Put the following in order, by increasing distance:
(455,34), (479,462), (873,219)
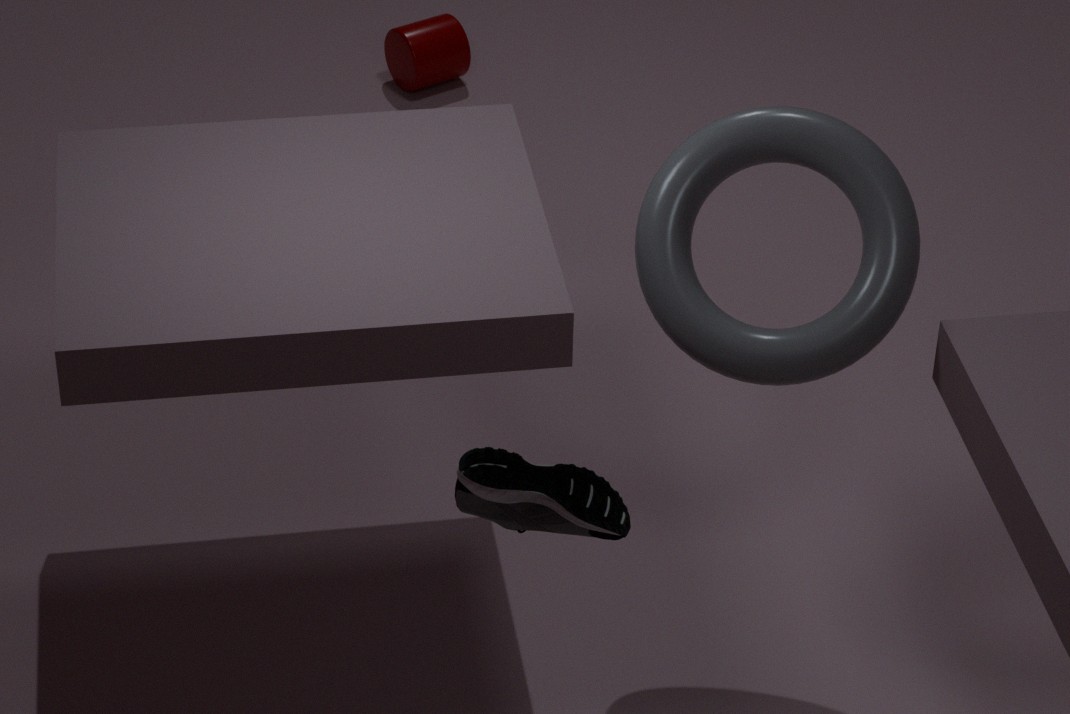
(479,462)
(873,219)
(455,34)
